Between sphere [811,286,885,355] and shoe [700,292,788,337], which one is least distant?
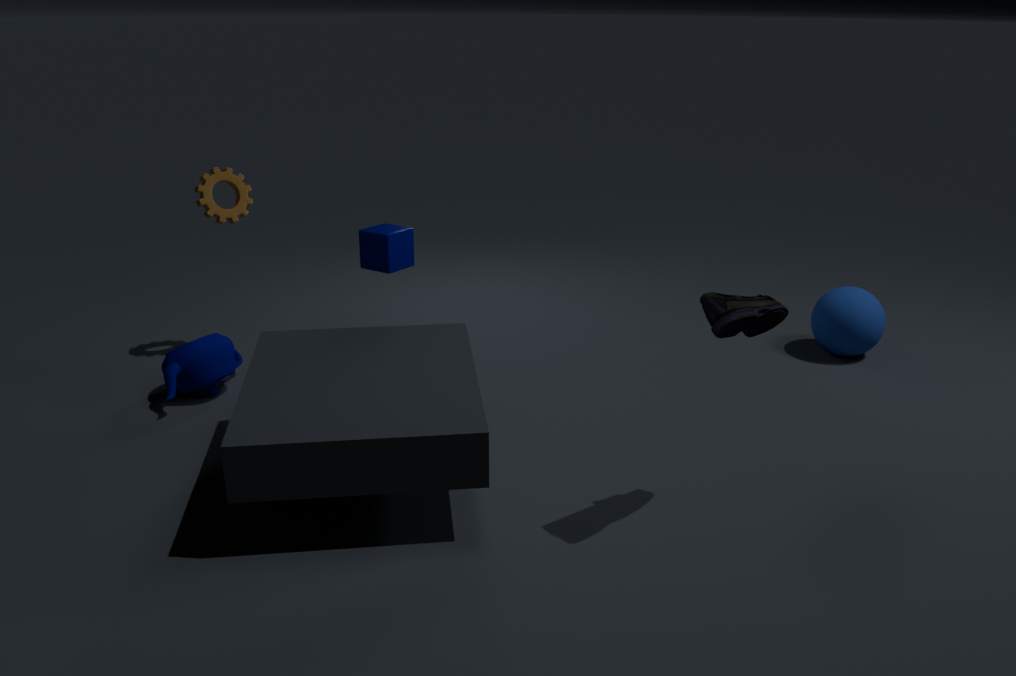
shoe [700,292,788,337]
